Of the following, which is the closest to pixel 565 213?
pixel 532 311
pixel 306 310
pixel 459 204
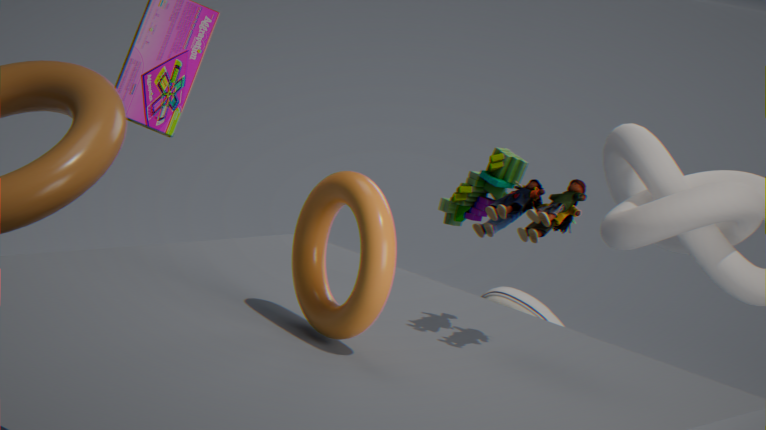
pixel 306 310
